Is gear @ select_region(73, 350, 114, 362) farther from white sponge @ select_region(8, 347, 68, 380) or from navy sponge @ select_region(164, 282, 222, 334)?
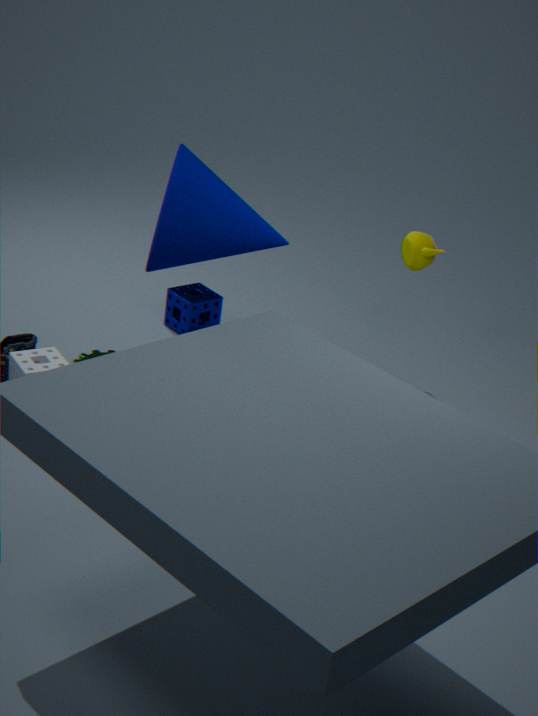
navy sponge @ select_region(164, 282, 222, 334)
